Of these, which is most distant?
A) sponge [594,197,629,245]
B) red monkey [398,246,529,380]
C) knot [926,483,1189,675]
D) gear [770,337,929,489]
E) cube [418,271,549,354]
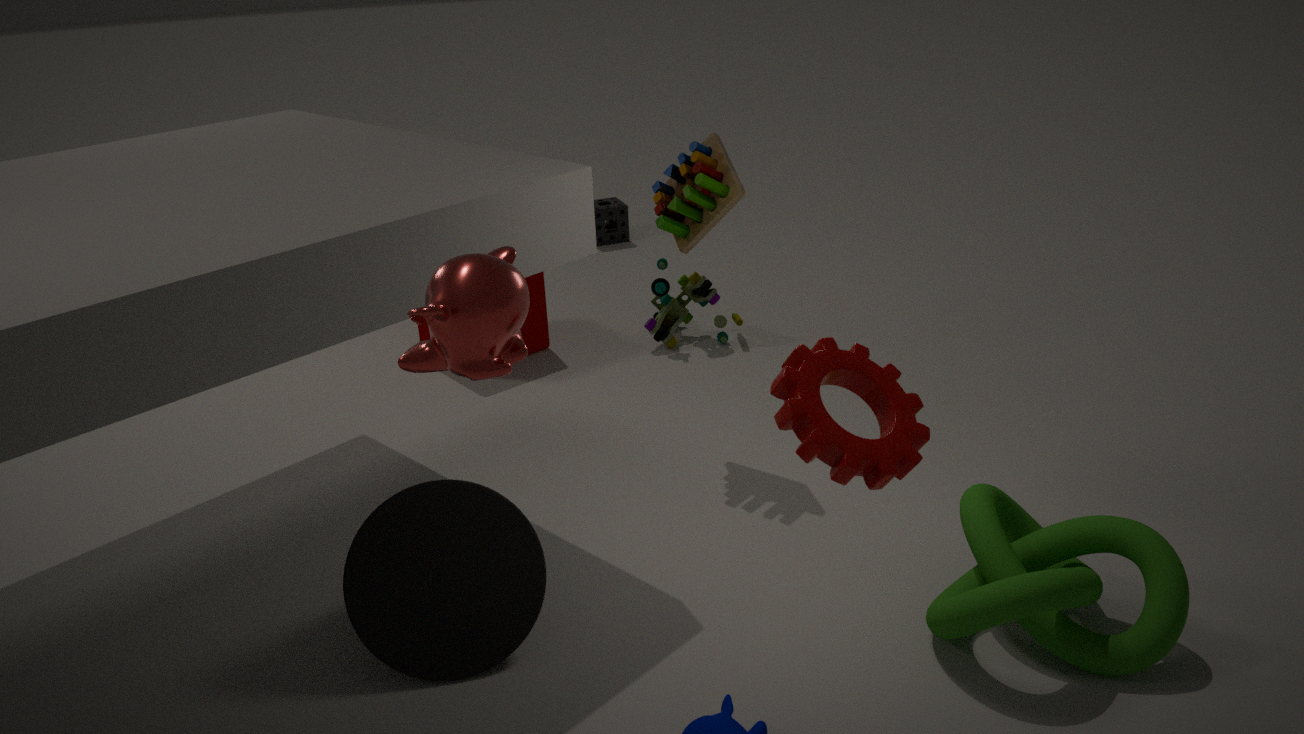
sponge [594,197,629,245]
